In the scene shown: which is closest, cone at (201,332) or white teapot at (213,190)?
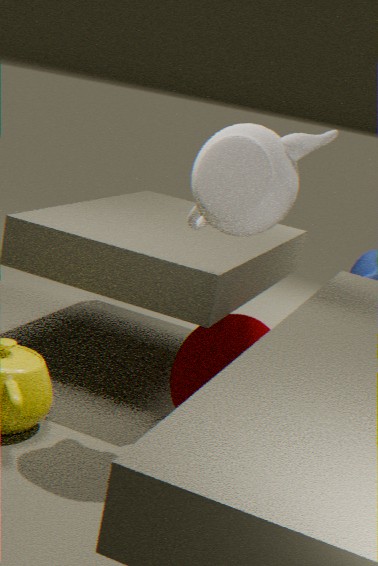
white teapot at (213,190)
